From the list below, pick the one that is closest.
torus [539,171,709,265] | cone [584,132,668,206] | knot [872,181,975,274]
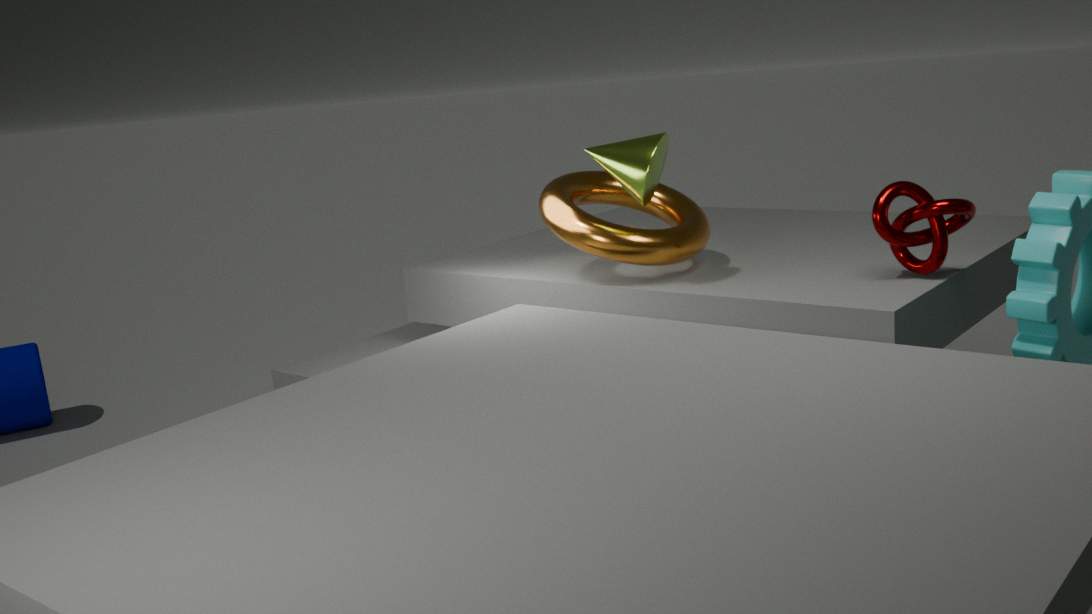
knot [872,181,975,274]
